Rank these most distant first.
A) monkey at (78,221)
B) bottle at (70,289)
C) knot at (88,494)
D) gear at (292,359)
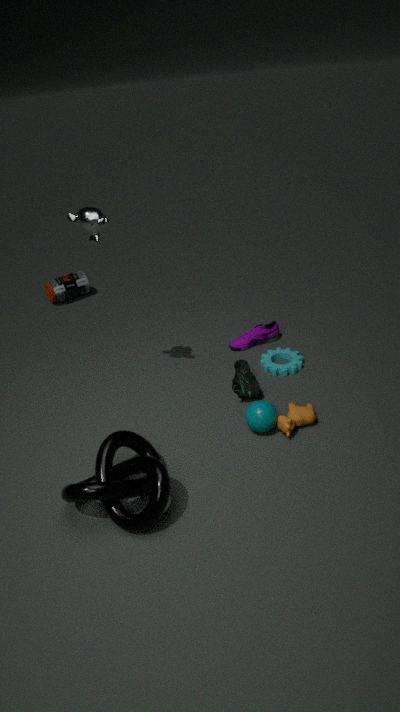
bottle at (70,289) < gear at (292,359) < monkey at (78,221) < knot at (88,494)
